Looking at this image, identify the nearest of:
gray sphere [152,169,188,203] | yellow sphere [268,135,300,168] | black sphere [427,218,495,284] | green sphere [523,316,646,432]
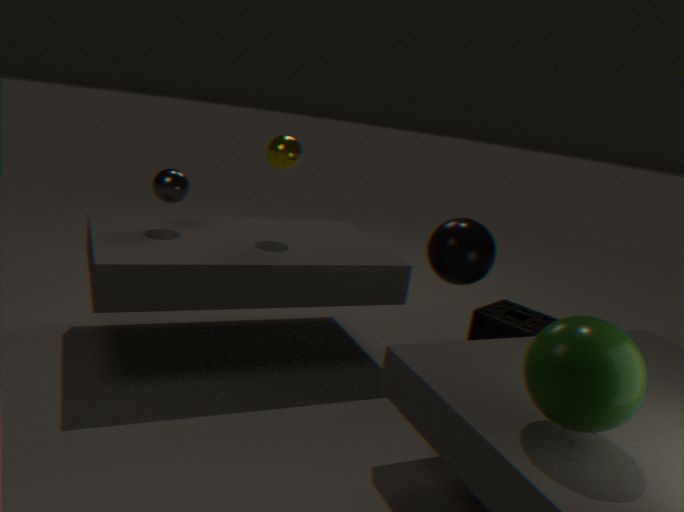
green sphere [523,316,646,432]
